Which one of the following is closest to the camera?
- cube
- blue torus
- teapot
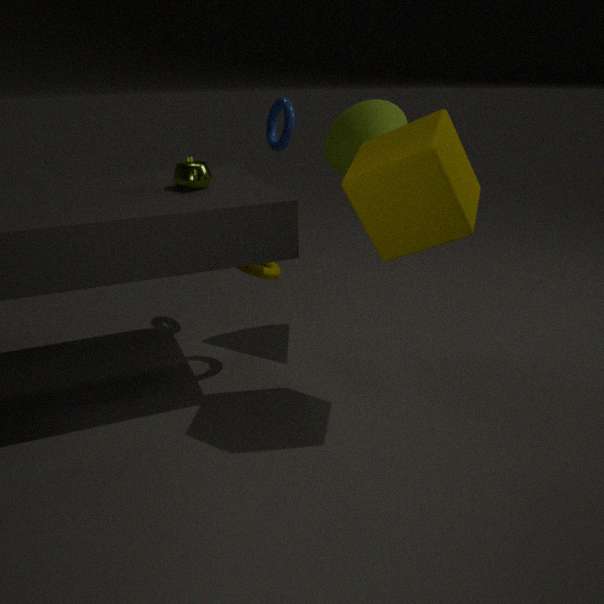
cube
